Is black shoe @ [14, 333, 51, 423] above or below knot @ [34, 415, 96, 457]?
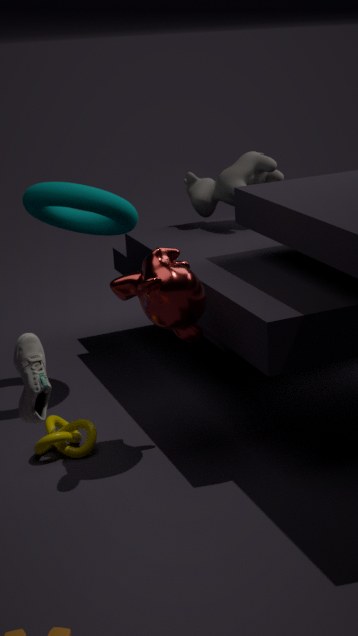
above
